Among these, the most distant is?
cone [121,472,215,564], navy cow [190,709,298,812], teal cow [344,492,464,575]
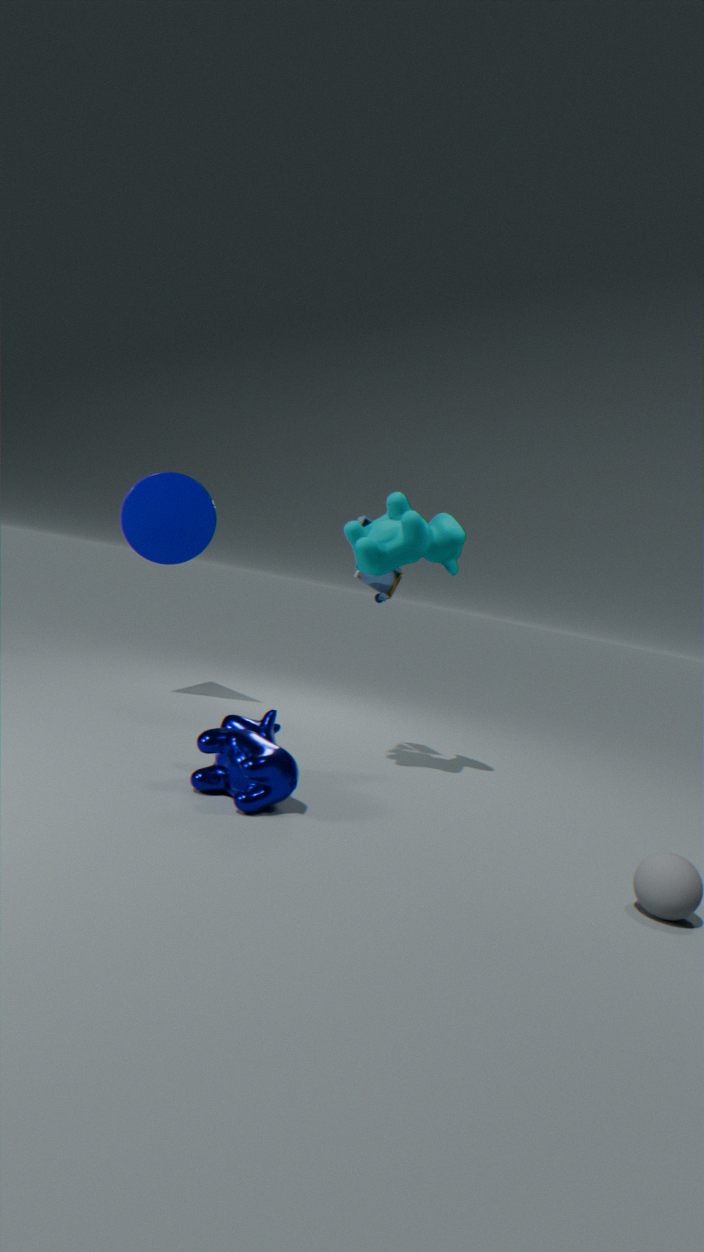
cone [121,472,215,564]
